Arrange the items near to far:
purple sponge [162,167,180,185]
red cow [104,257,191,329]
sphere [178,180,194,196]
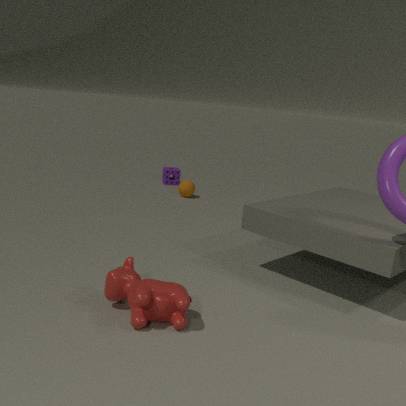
red cow [104,257,191,329] → sphere [178,180,194,196] → purple sponge [162,167,180,185]
